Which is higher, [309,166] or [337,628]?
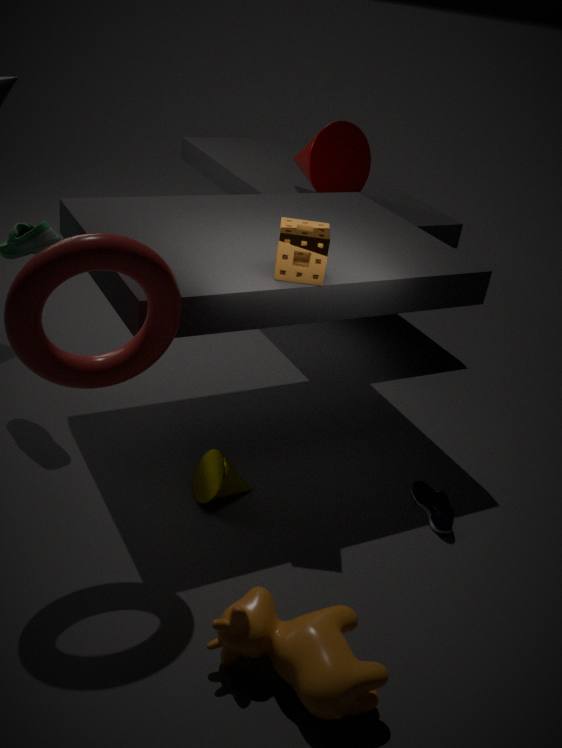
[309,166]
